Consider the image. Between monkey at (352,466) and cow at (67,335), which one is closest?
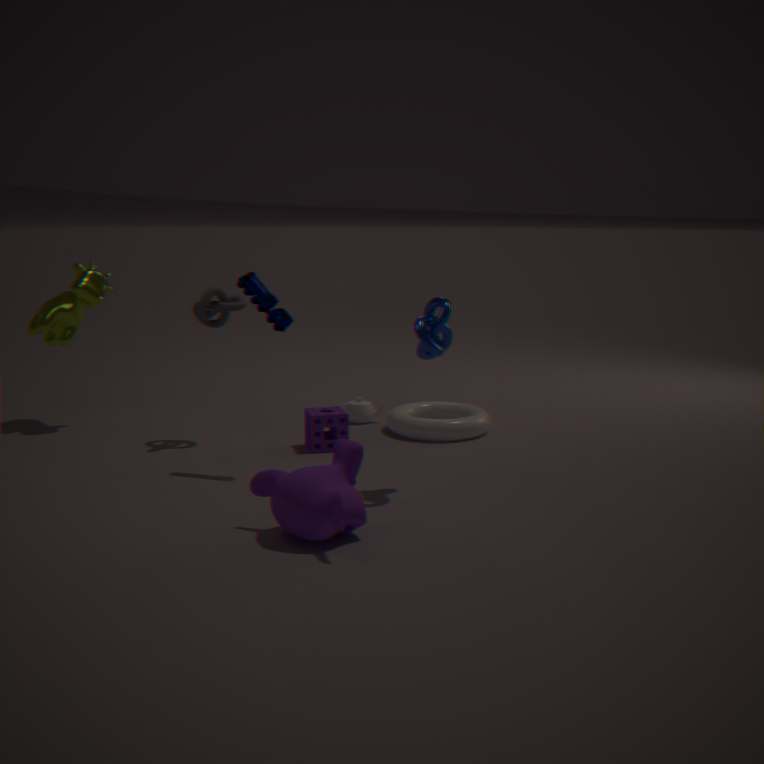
monkey at (352,466)
